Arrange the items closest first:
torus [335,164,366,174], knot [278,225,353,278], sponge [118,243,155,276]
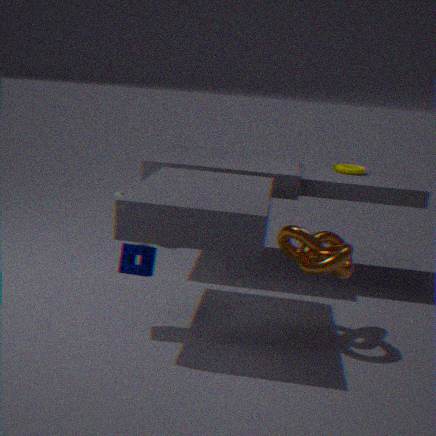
knot [278,225,353,278]
sponge [118,243,155,276]
torus [335,164,366,174]
